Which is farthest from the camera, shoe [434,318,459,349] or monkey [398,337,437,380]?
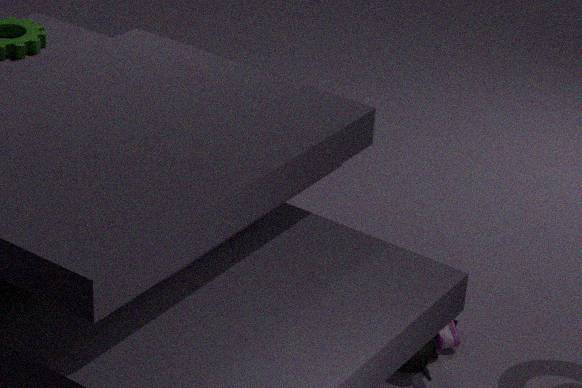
shoe [434,318,459,349]
